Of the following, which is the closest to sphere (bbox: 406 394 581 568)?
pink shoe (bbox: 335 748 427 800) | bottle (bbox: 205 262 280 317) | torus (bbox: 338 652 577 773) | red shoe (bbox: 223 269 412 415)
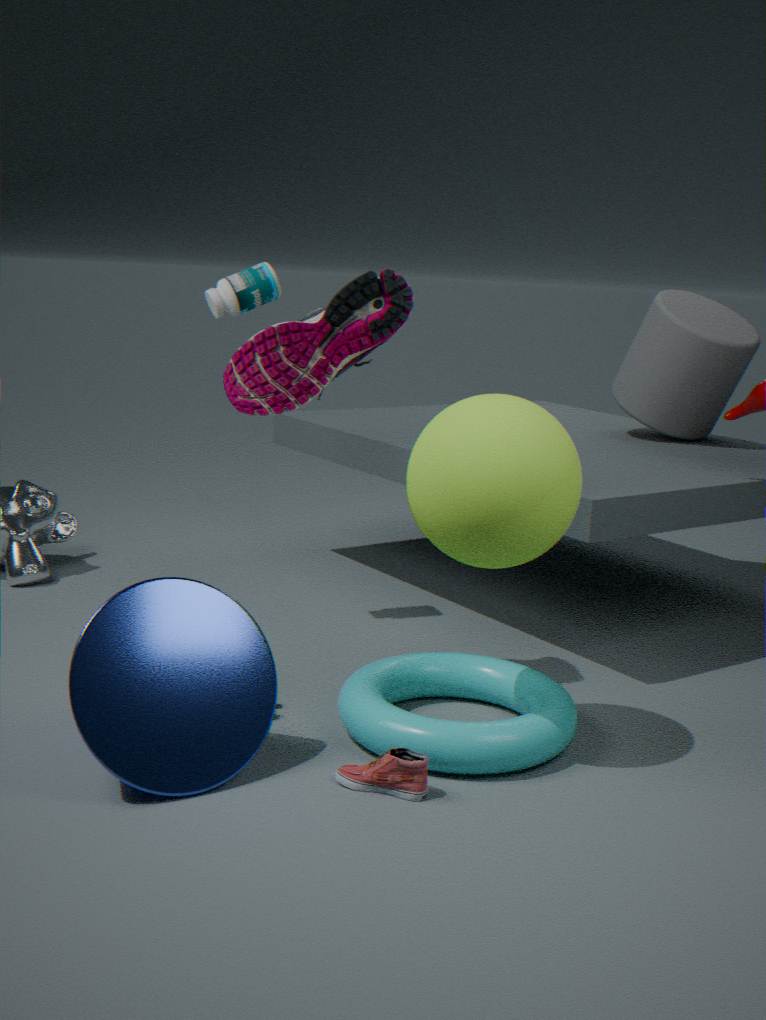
red shoe (bbox: 223 269 412 415)
